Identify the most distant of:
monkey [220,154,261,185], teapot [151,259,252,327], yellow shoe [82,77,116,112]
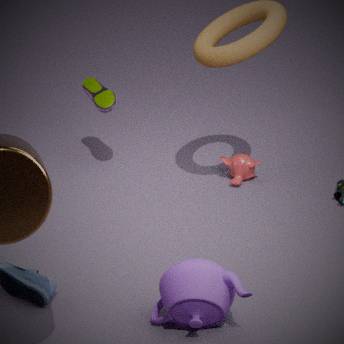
yellow shoe [82,77,116,112]
